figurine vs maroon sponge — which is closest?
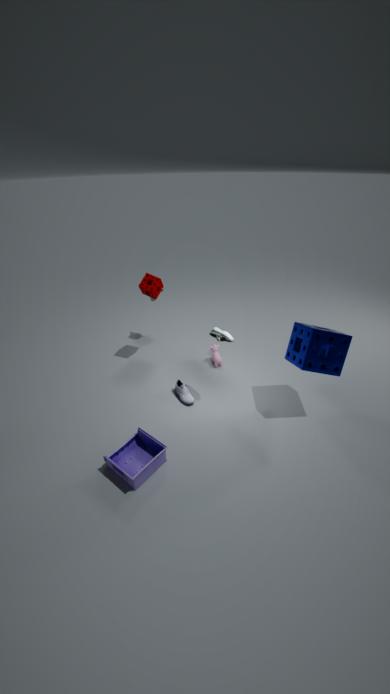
figurine
